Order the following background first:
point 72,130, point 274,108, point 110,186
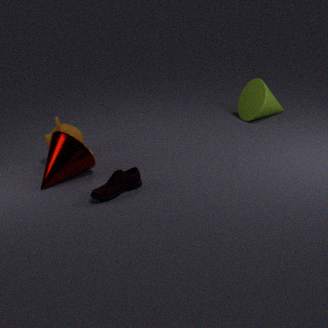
point 274,108 < point 72,130 < point 110,186
